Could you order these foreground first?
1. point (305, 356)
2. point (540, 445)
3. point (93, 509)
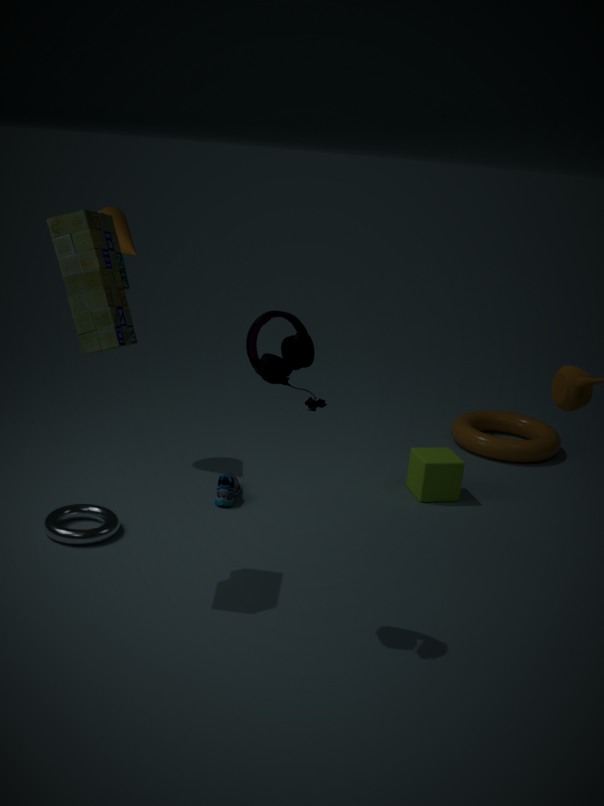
point (305, 356), point (93, 509), point (540, 445)
